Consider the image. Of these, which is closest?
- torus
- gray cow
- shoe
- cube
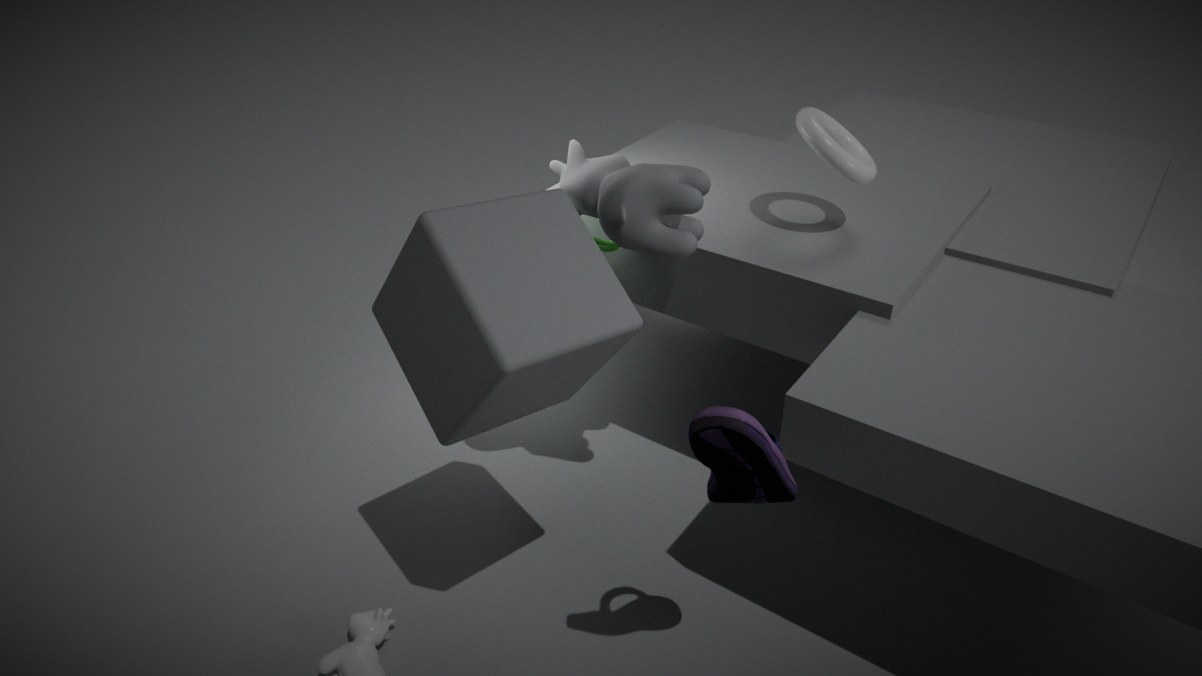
shoe
